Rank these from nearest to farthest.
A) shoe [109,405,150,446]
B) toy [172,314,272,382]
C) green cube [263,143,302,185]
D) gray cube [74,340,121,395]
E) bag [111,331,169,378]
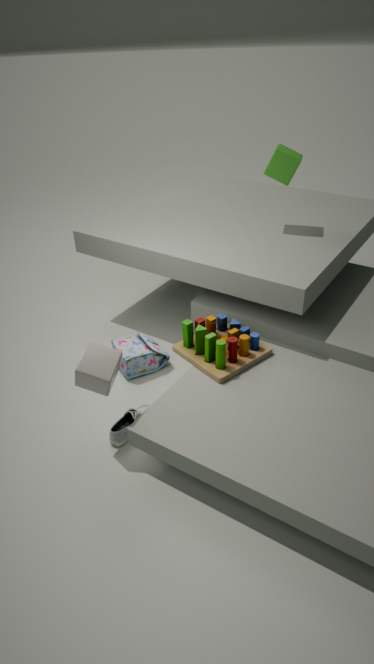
gray cube [74,340,121,395] < shoe [109,405,150,446] < toy [172,314,272,382] < bag [111,331,169,378] < green cube [263,143,302,185]
